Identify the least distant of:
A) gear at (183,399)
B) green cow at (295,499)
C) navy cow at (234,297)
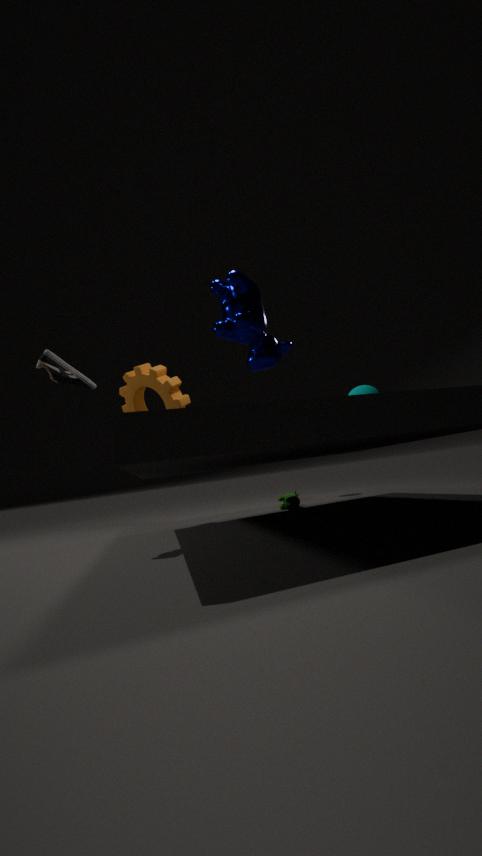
navy cow at (234,297)
